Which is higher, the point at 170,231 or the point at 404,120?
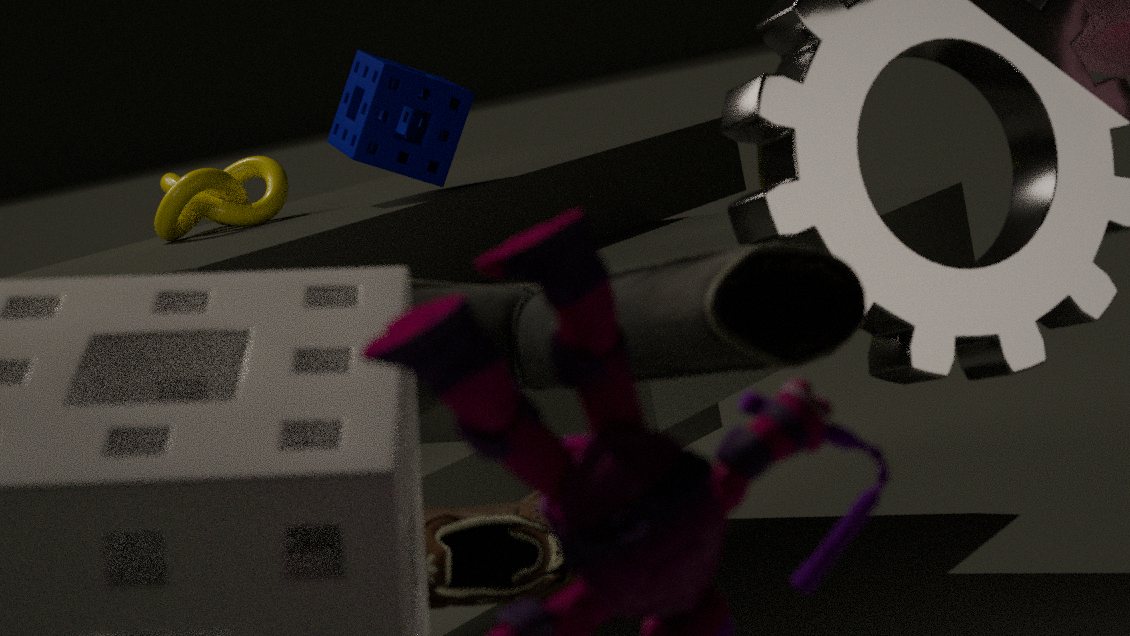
the point at 404,120
